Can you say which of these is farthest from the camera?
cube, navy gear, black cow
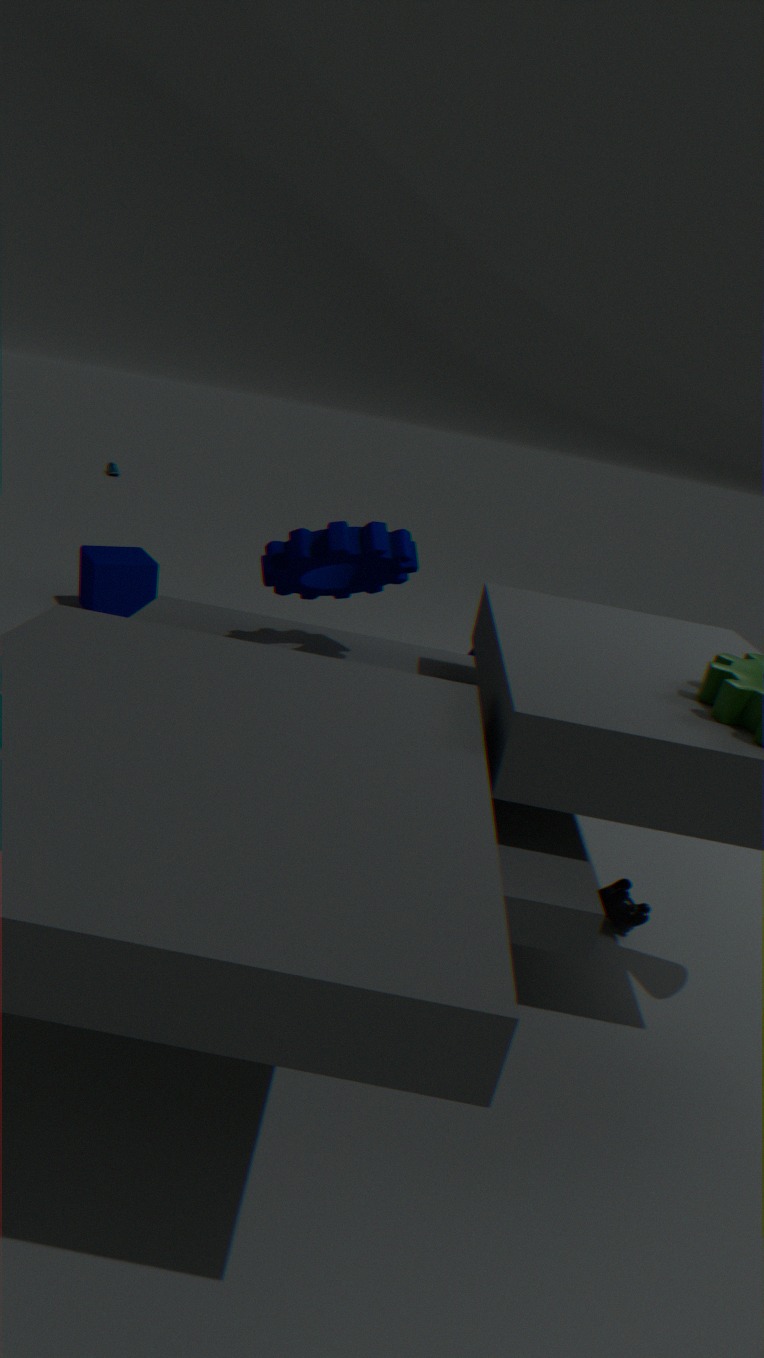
cube
